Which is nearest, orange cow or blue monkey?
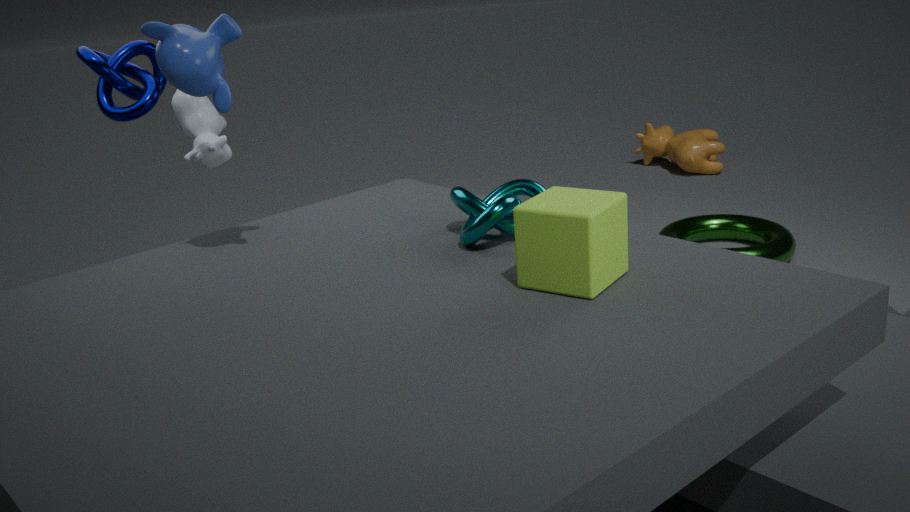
blue monkey
